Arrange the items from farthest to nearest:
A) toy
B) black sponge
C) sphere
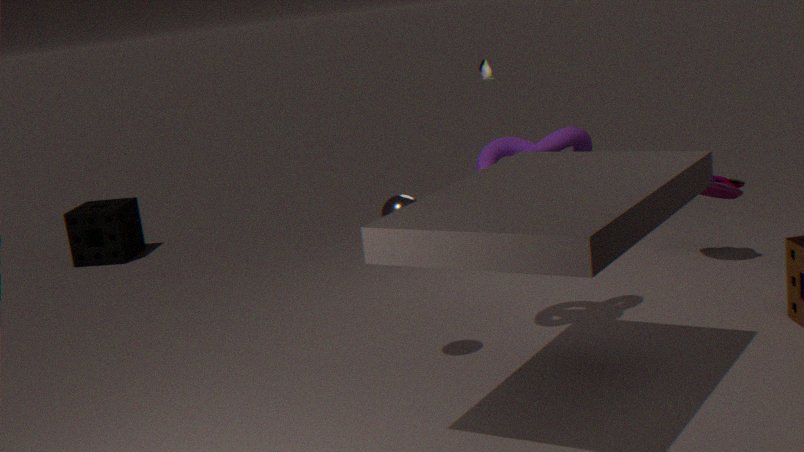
black sponge, toy, sphere
